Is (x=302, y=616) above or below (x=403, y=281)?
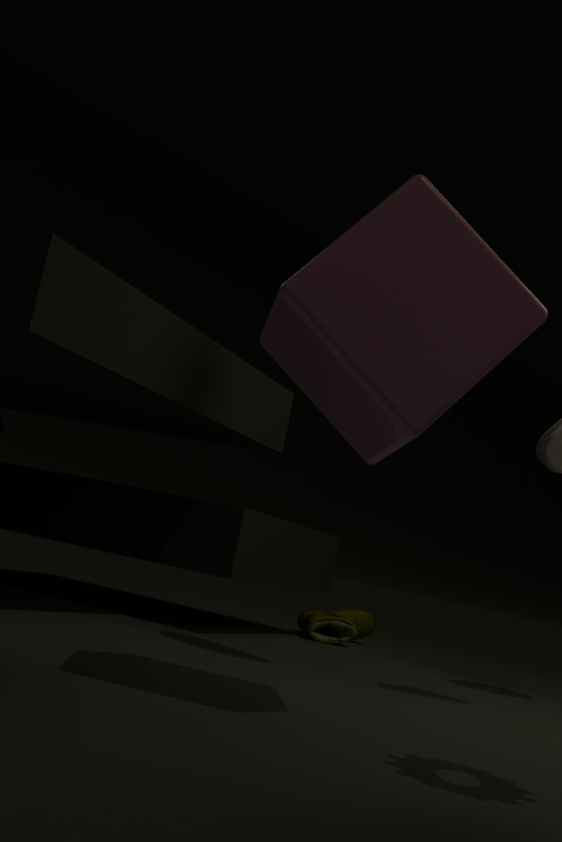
below
